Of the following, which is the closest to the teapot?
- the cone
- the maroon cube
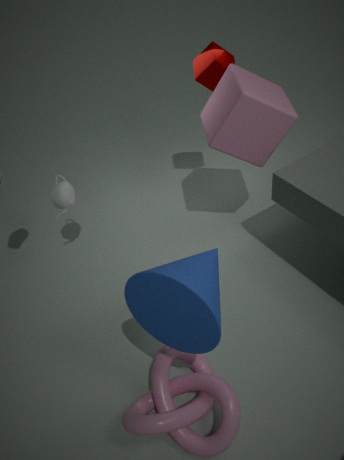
the maroon cube
